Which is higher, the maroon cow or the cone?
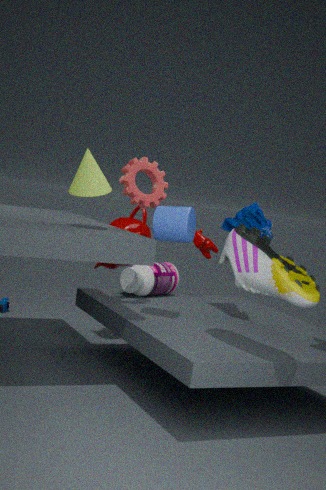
the cone
